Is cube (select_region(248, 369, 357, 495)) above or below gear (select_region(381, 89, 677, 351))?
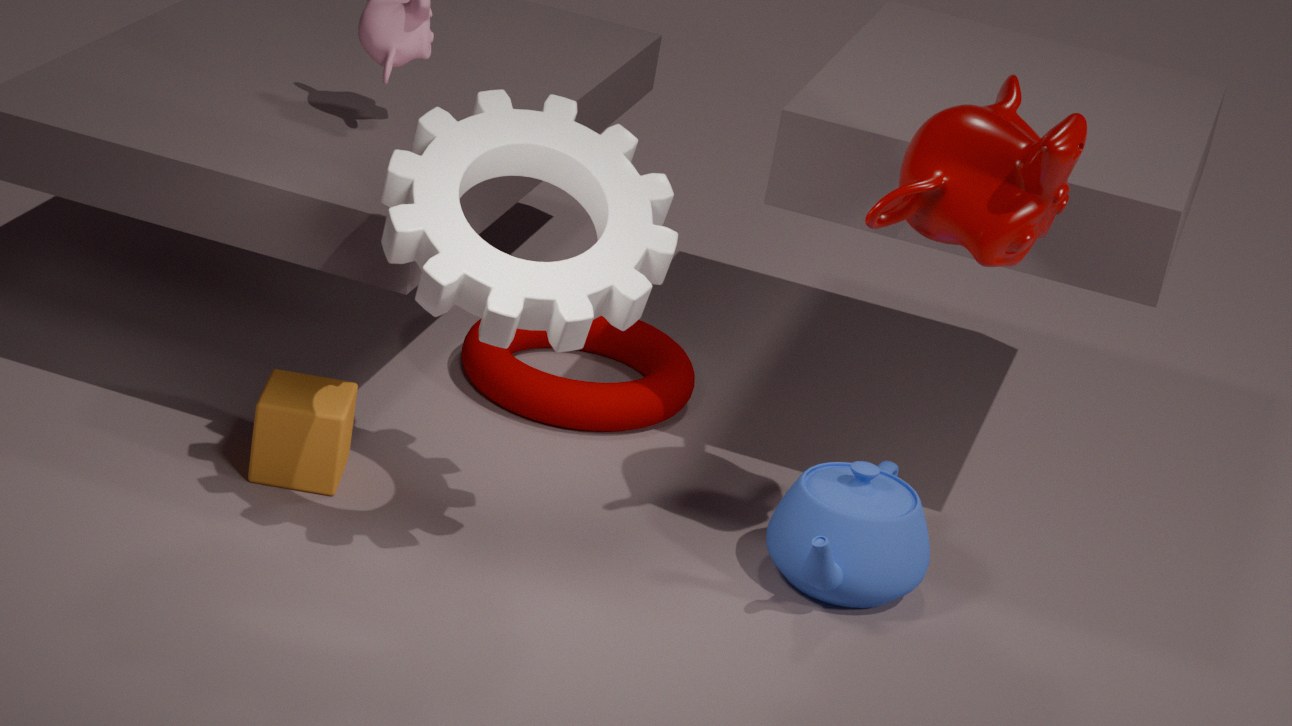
below
